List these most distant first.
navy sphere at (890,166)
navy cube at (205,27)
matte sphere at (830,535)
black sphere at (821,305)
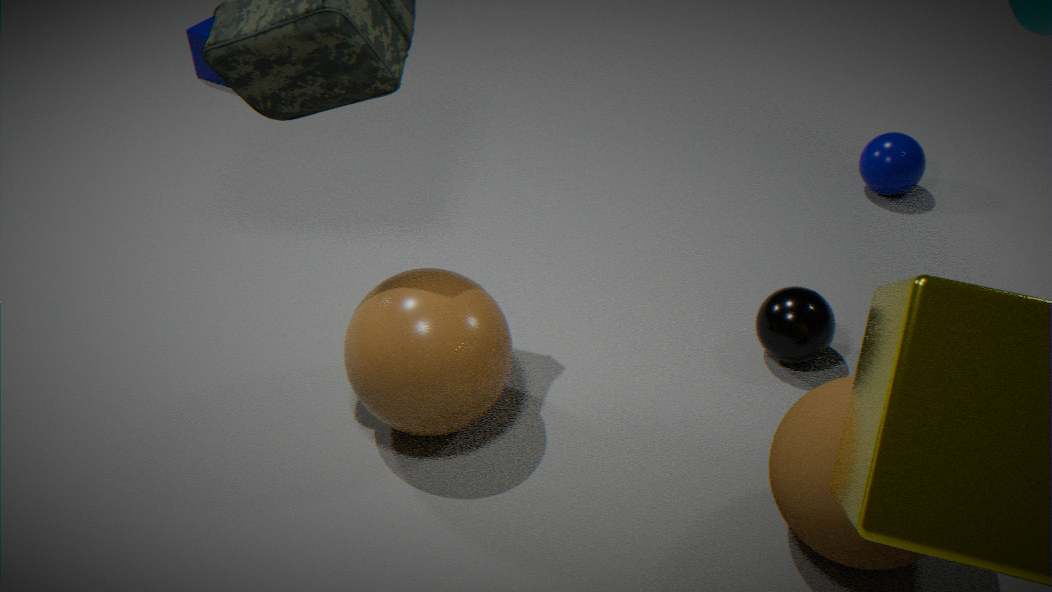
navy cube at (205,27), navy sphere at (890,166), black sphere at (821,305), matte sphere at (830,535)
